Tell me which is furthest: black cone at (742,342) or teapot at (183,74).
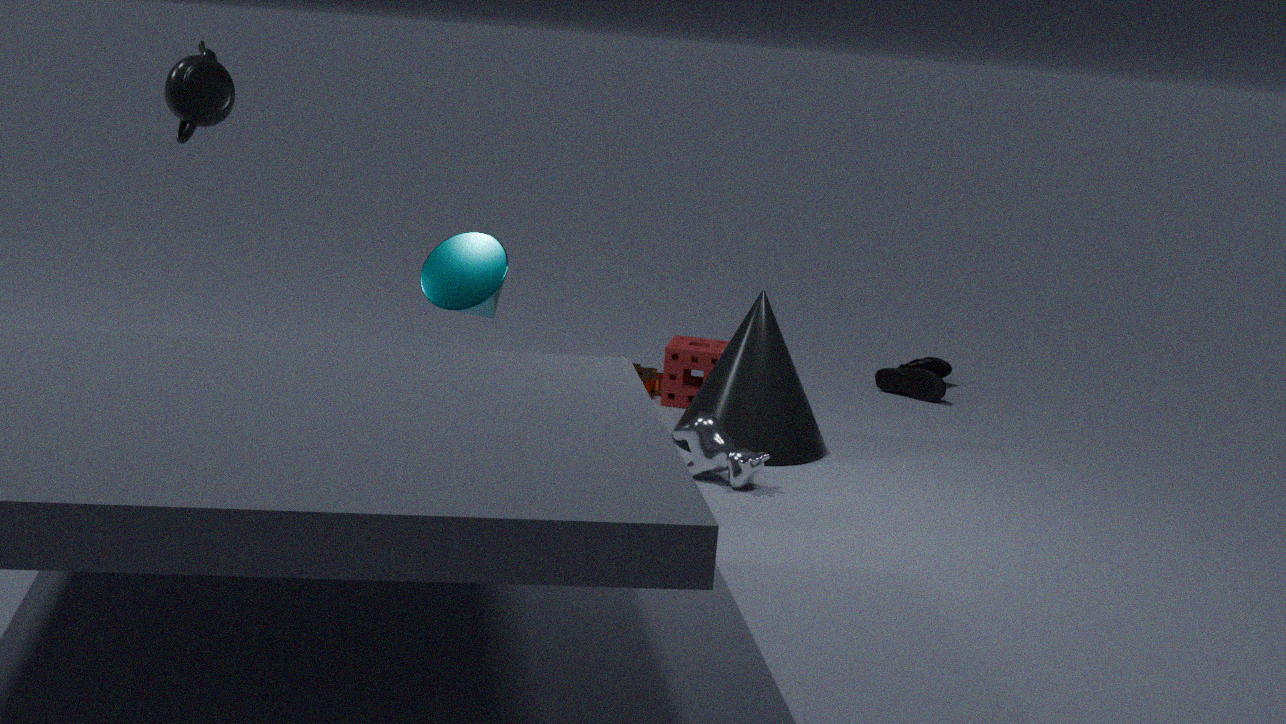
black cone at (742,342)
